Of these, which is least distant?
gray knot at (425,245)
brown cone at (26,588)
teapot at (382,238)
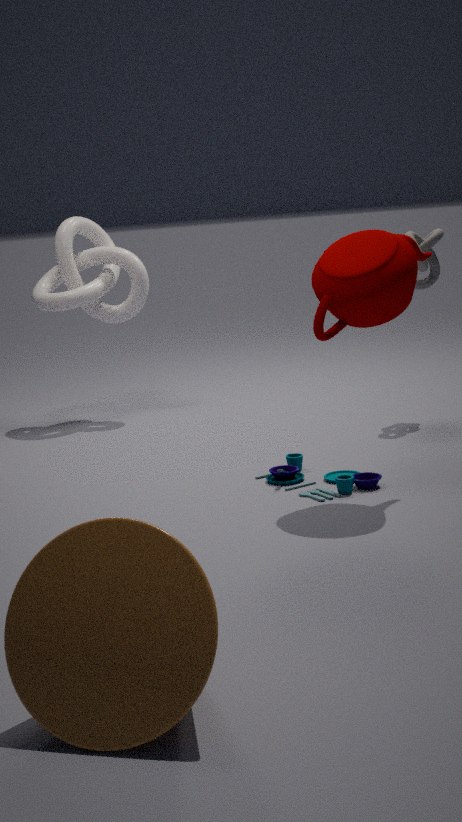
brown cone at (26,588)
